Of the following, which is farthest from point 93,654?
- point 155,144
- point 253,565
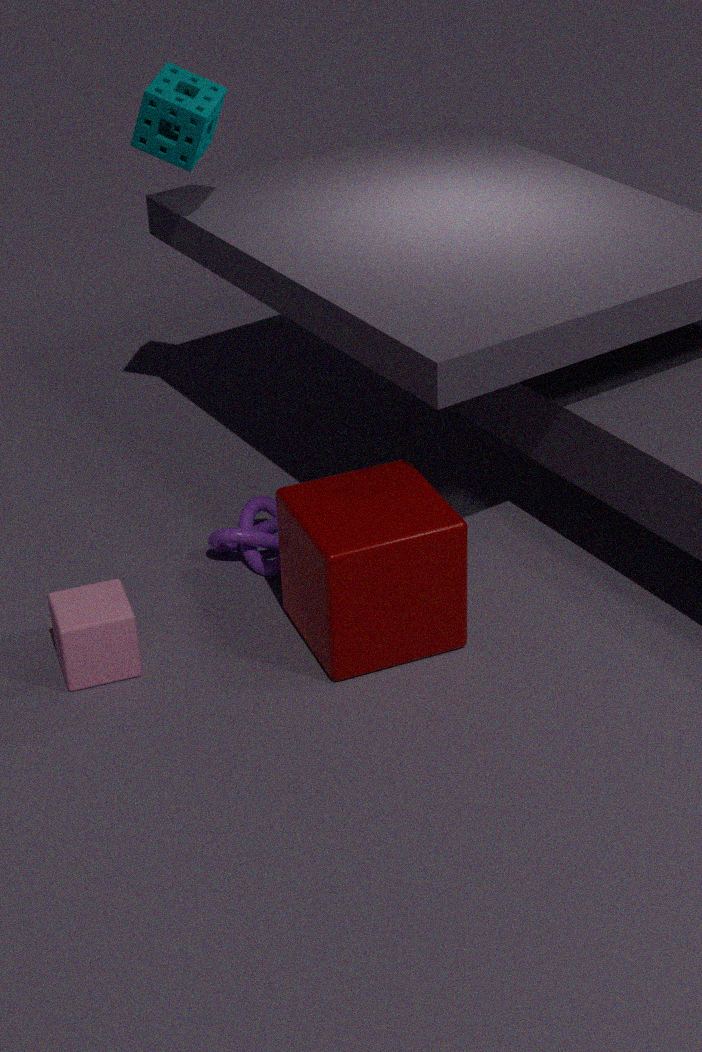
point 155,144
